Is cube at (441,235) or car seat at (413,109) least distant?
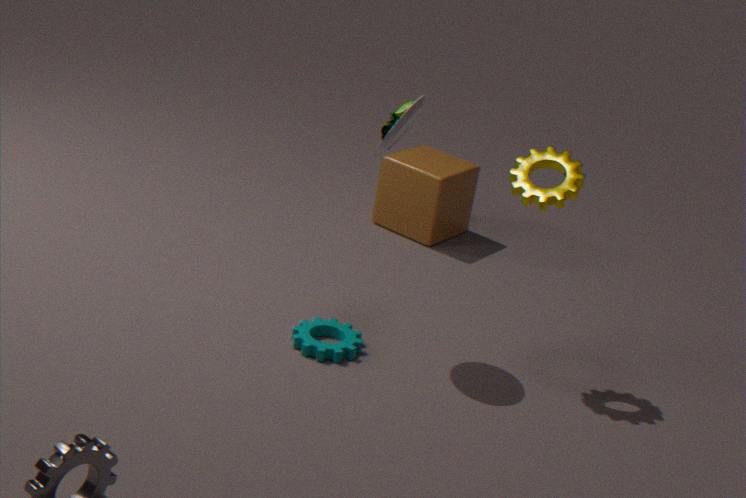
car seat at (413,109)
